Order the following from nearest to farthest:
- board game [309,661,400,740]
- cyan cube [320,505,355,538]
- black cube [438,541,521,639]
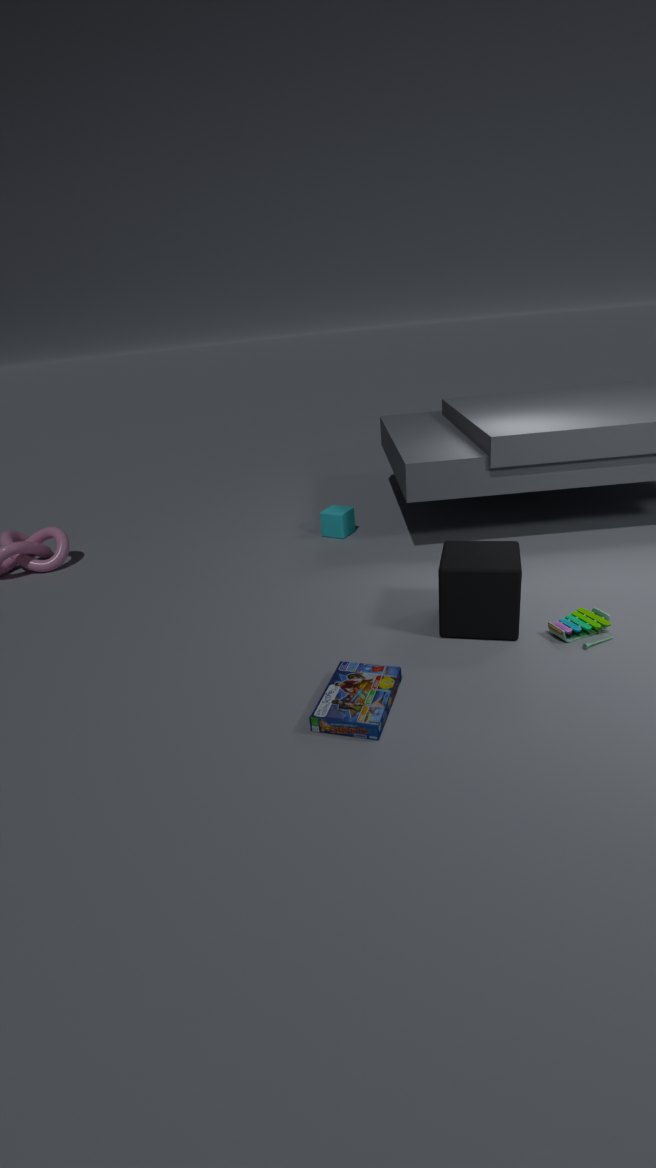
board game [309,661,400,740], black cube [438,541,521,639], cyan cube [320,505,355,538]
